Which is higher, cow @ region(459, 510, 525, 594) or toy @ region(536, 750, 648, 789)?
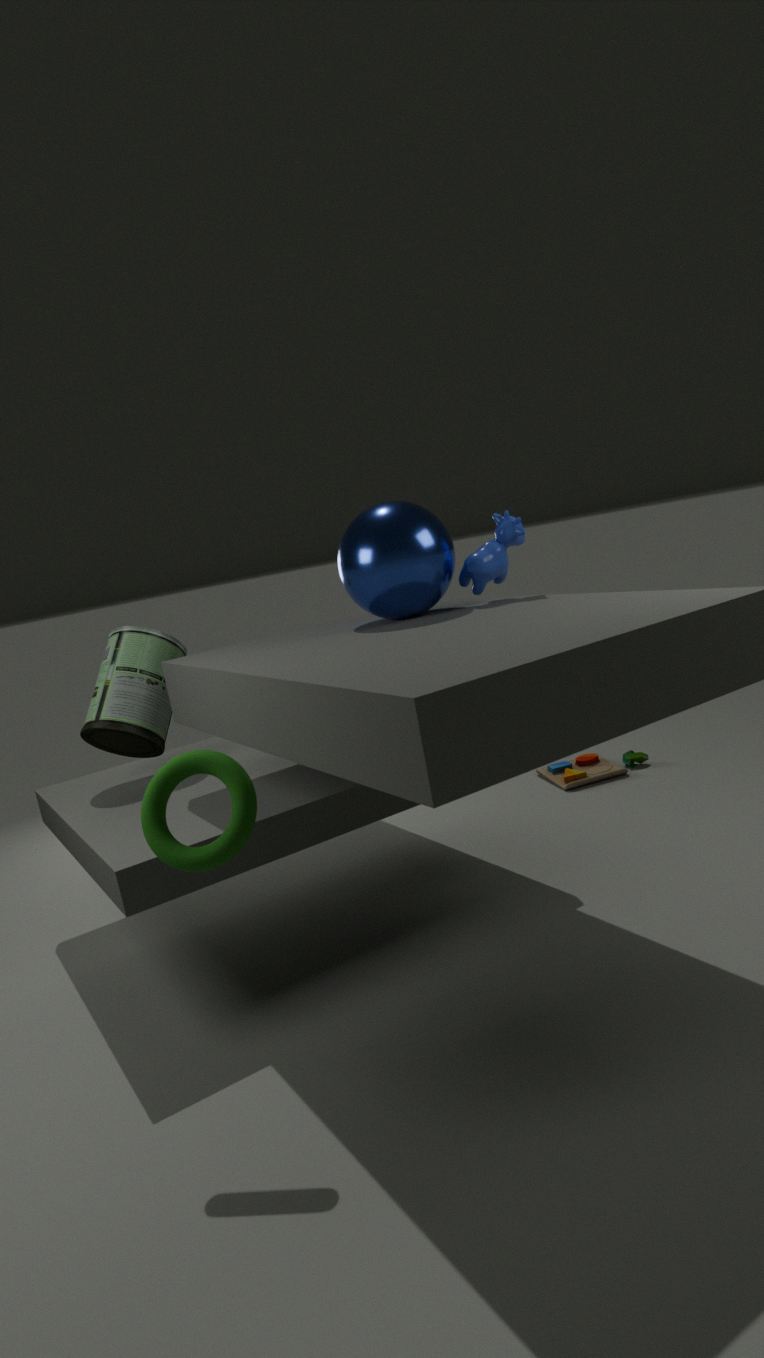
cow @ region(459, 510, 525, 594)
